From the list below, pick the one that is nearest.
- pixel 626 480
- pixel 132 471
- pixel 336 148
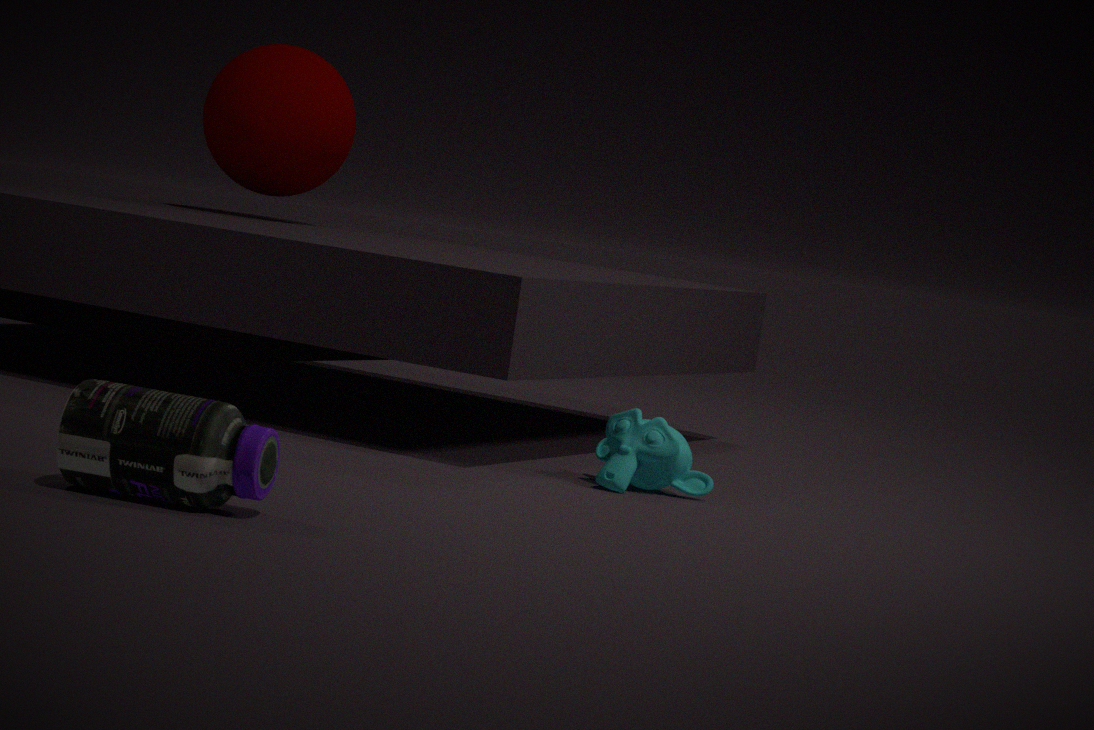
pixel 132 471
